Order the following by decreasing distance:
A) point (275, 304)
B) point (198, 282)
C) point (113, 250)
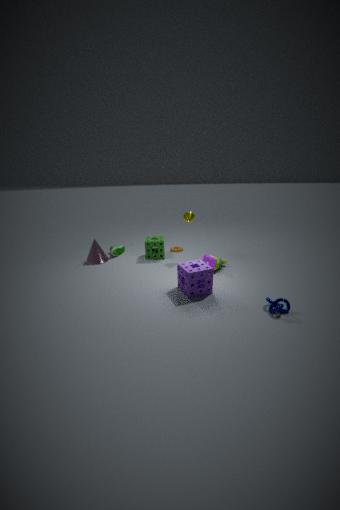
point (113, 250) → point (198, 282) → point (275, 304)
